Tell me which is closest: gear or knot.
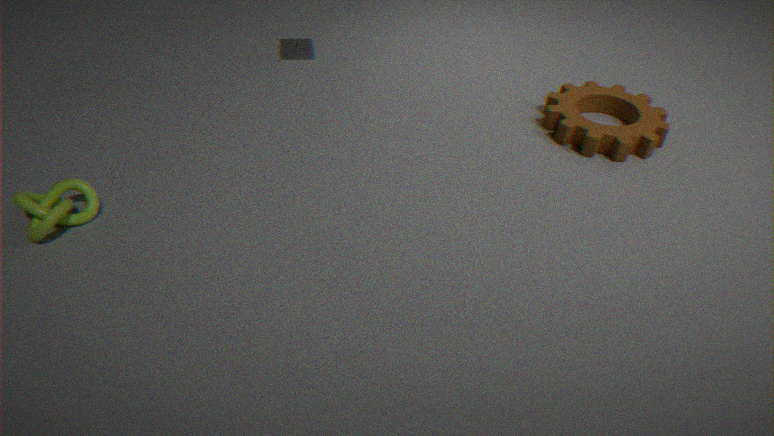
knot
